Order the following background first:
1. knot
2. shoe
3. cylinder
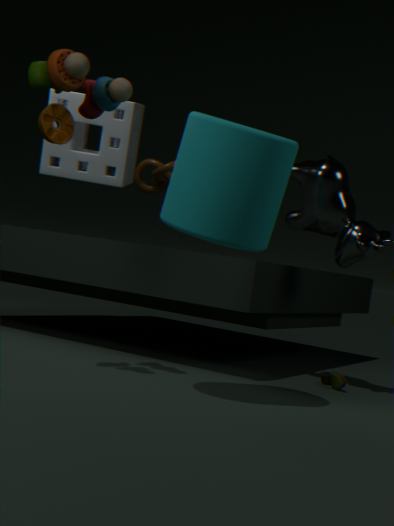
knot < shoe < cylinder
